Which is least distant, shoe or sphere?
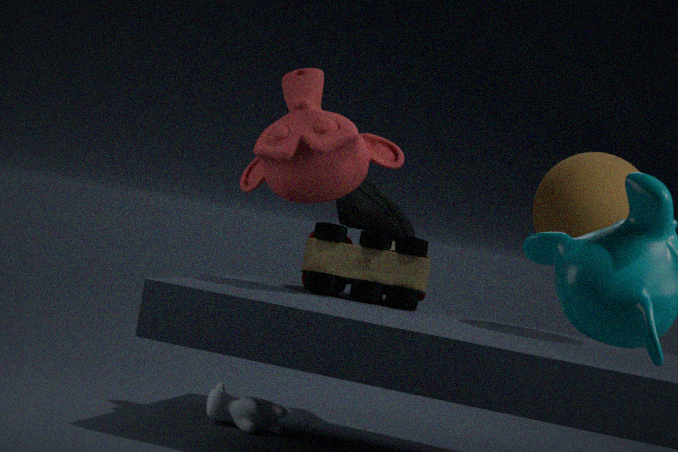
sphere
